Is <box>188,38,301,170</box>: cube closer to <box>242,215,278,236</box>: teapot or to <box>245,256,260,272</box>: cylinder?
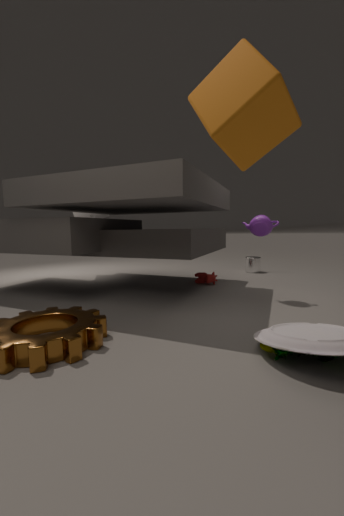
<box>242,215,278,236</box>: teapot
